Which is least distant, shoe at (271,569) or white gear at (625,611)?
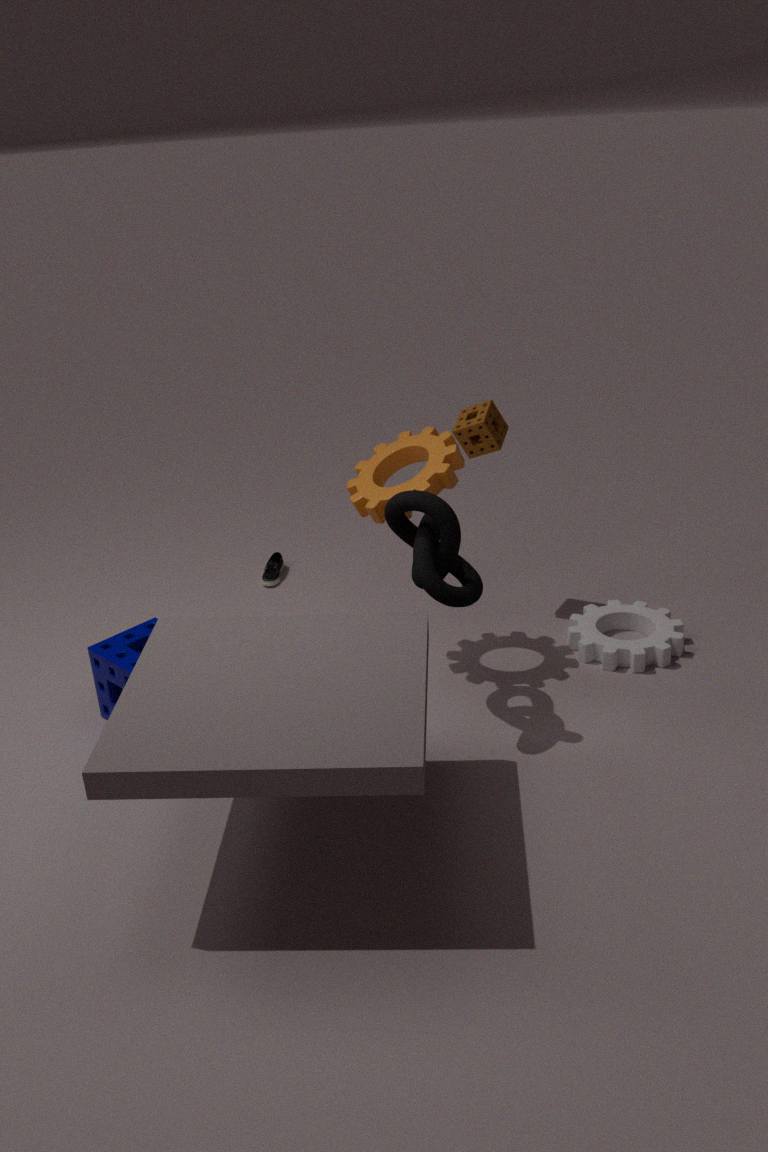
white gear at (625,611)
